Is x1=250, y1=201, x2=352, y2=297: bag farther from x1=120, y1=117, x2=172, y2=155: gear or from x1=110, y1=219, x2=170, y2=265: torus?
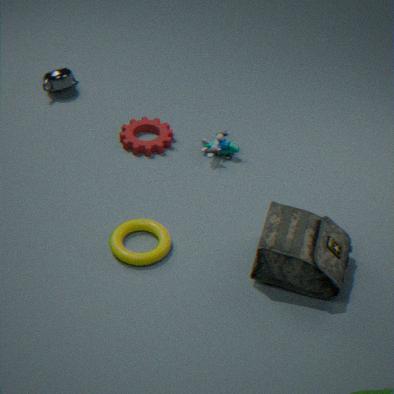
x1=120, y1=117, x2=172, y2=155: gear
